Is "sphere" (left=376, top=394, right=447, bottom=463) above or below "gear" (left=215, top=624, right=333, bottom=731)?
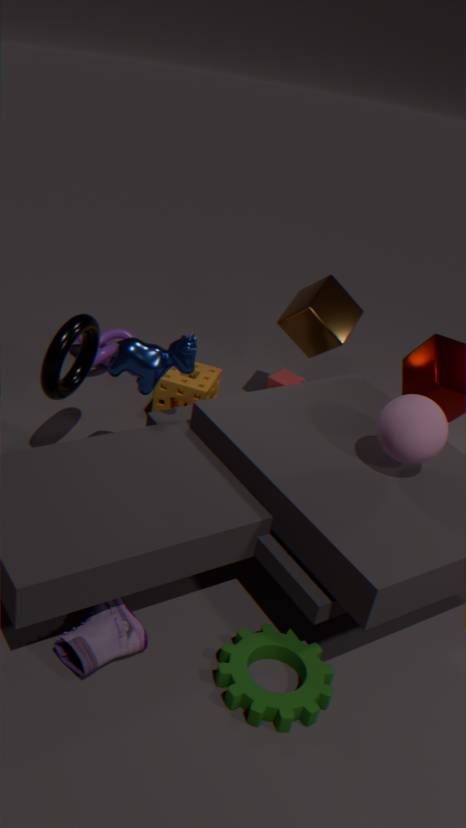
above
